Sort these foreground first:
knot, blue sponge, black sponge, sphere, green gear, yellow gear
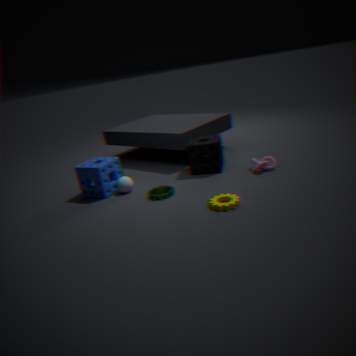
1. yellow gear
2. green gear
3. knot
4. blue sponge
5. sphere
6. black sponge
